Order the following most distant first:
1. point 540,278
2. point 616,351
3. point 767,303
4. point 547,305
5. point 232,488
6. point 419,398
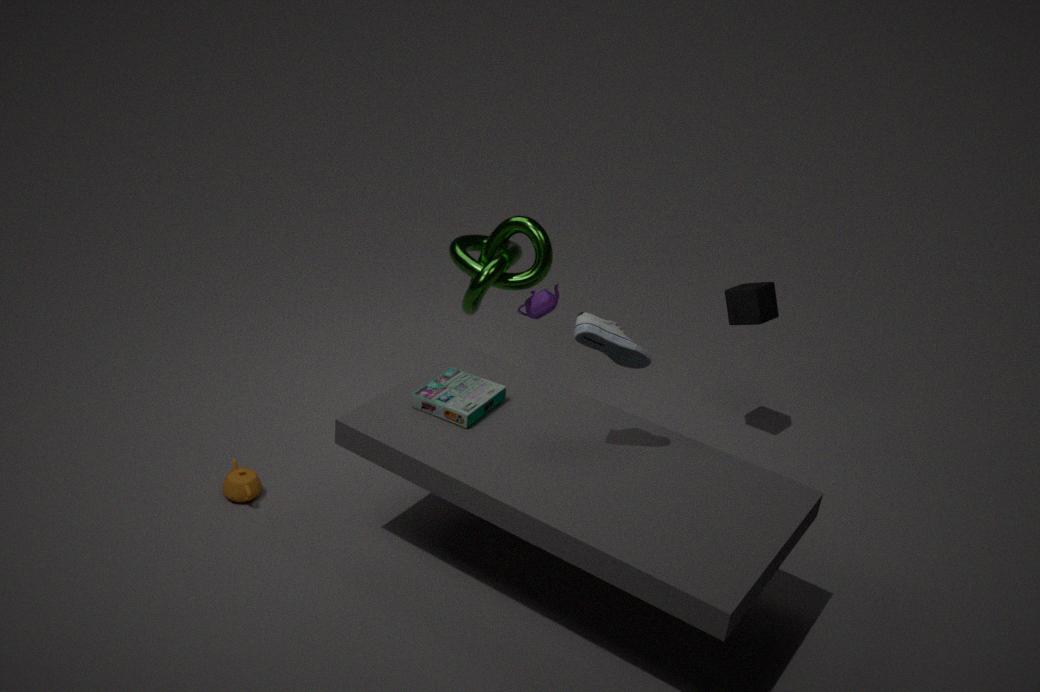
point 767,303 < point 547,305 < point 540,278 < point 232,488 < point 419,398 < point 616,351
